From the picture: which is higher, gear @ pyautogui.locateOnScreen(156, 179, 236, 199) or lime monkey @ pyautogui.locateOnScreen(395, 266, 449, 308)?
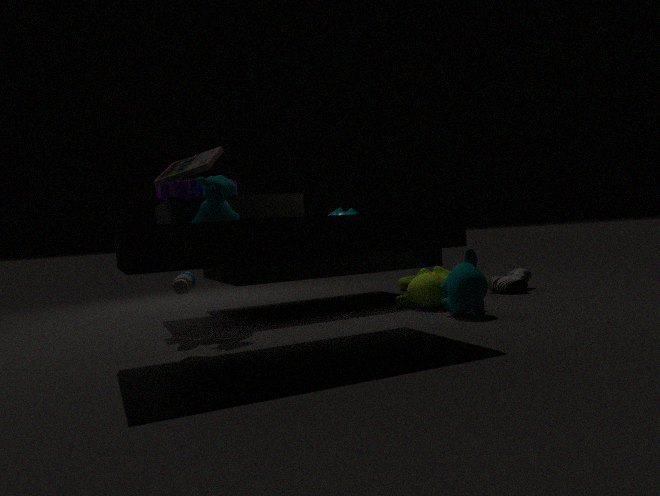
gear @ pyautogui.locateOnScreen(156, 179, 236, 199)
